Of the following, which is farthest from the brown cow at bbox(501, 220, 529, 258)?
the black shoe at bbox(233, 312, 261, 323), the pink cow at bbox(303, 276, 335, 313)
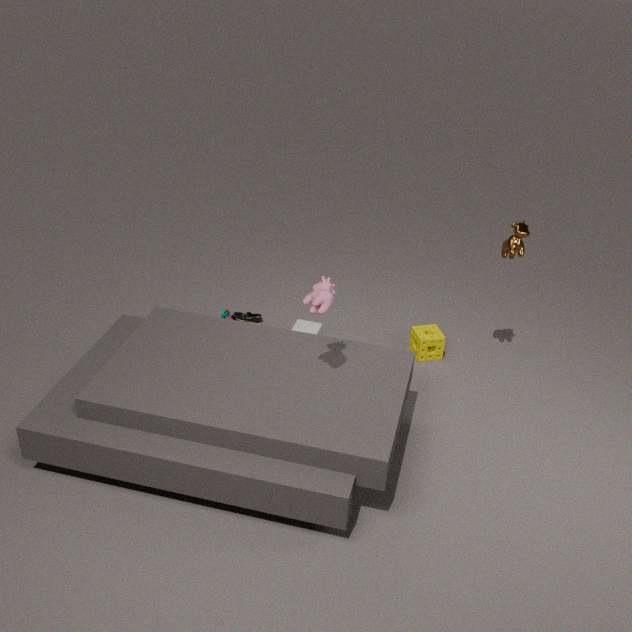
the black shoe at bbox(233, 312, 261, 323)
